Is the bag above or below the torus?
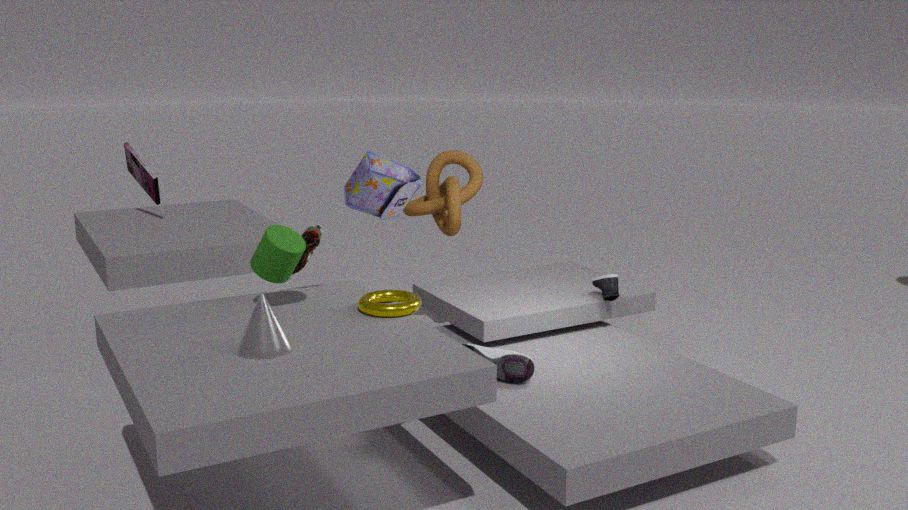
above
